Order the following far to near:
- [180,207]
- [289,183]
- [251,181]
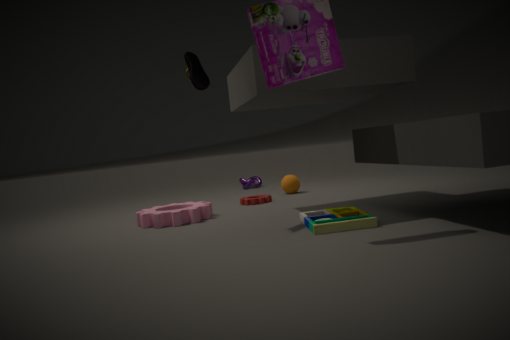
[251,181]
[289,183]
[180,207]
